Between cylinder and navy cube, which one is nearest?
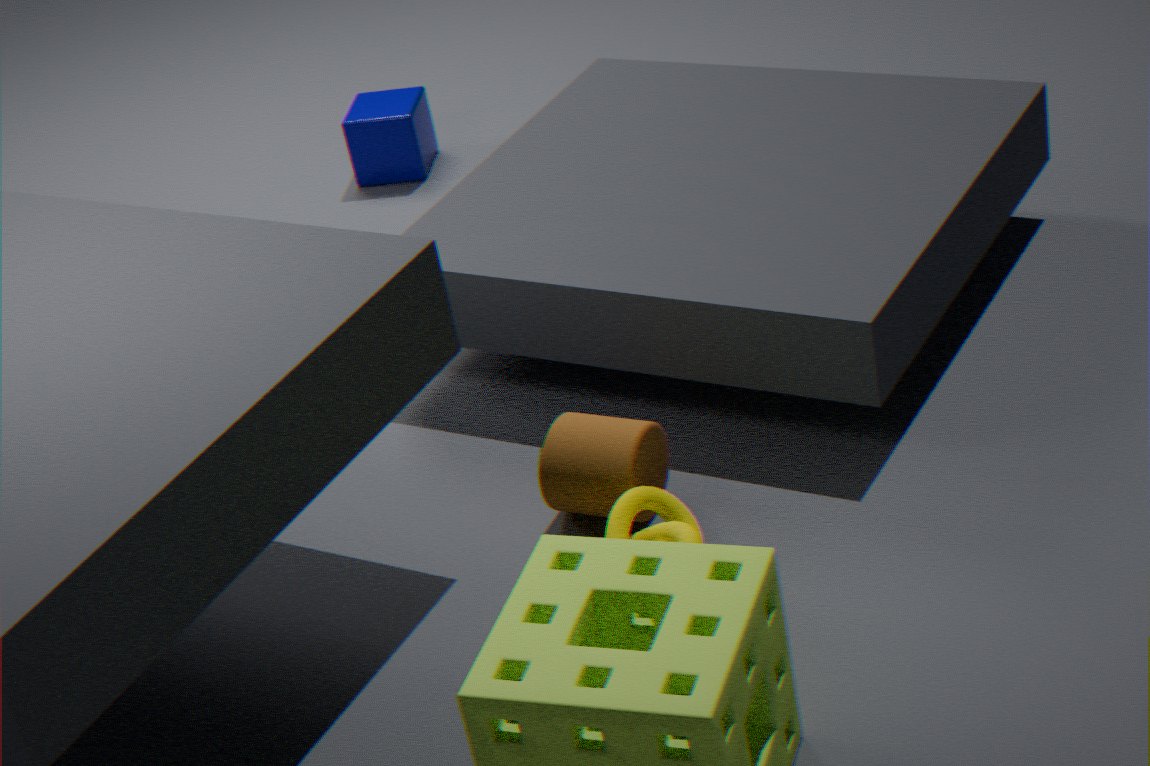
cylinder
